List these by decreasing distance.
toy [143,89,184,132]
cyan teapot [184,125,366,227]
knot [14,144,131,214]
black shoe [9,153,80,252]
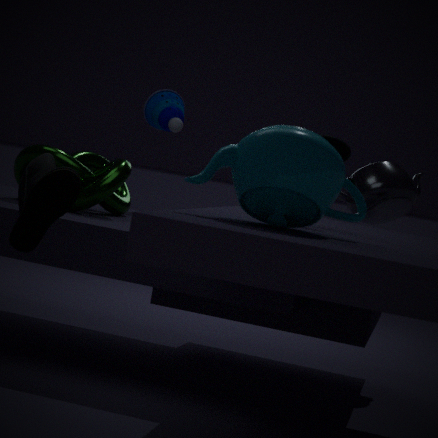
toy [143,89,184,132] < knot [14,144,131,214] < black shoe [9,153,80,252] < cyan teapot [184,125,366,227]
